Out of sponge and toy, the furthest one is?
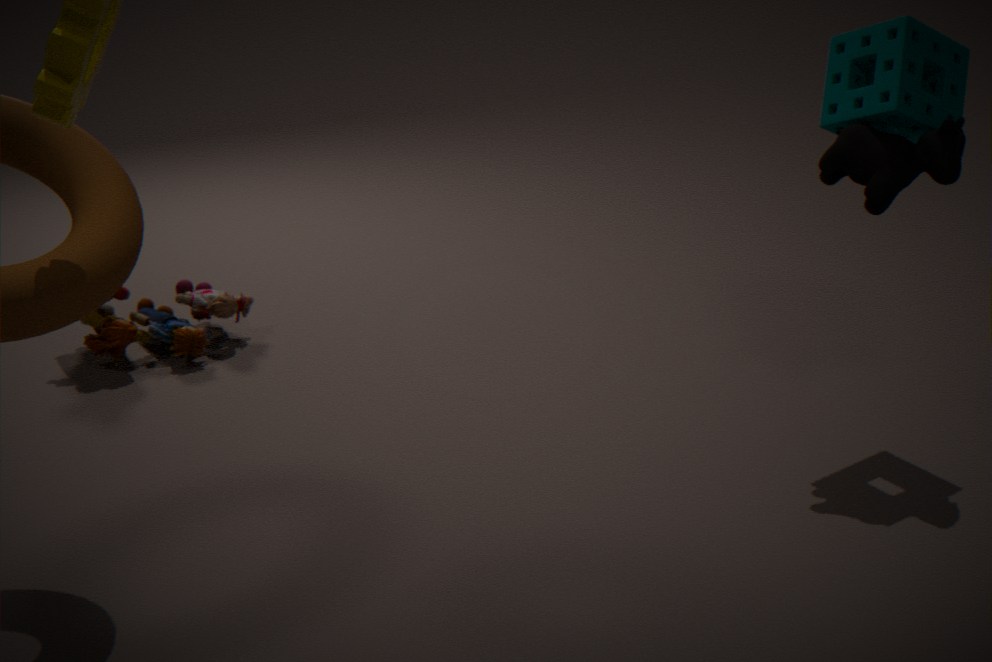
toy
